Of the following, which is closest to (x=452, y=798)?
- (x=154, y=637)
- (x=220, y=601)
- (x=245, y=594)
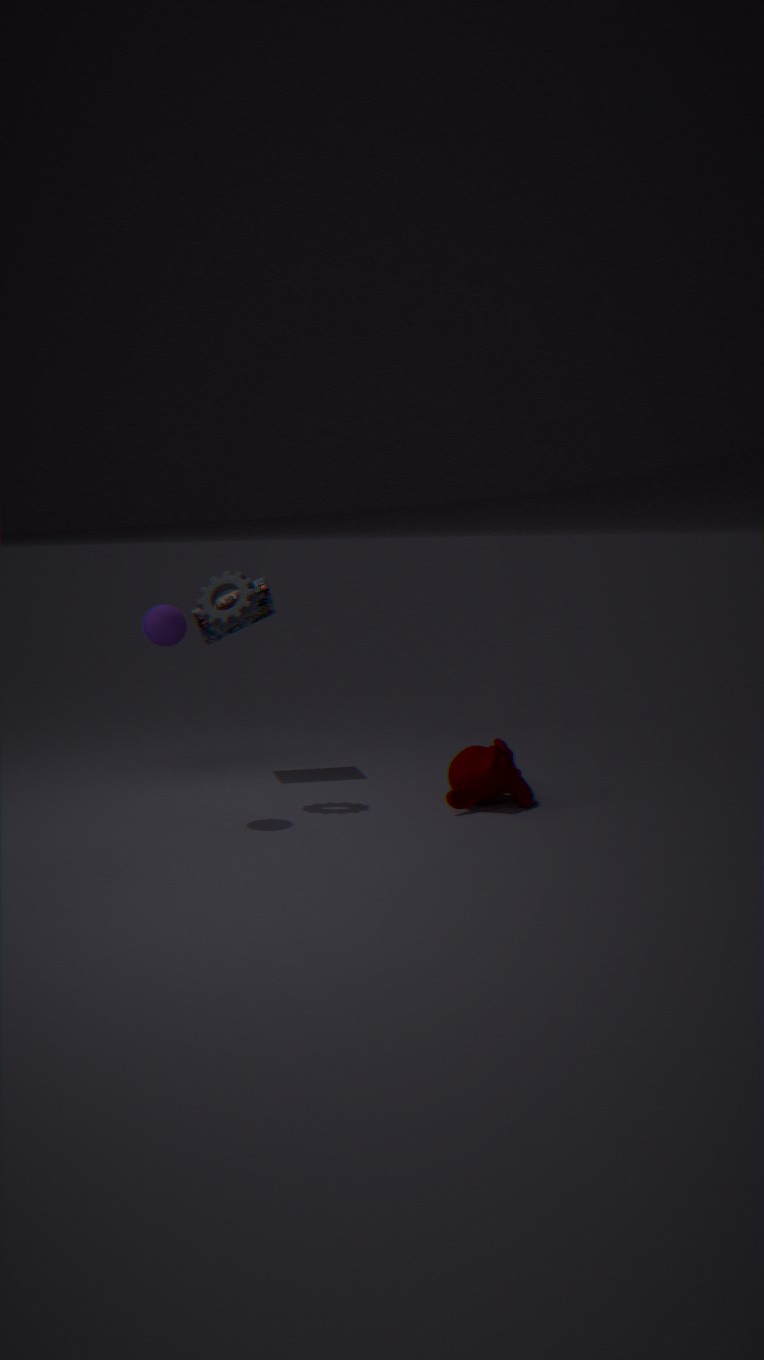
(x=245, y=594)
